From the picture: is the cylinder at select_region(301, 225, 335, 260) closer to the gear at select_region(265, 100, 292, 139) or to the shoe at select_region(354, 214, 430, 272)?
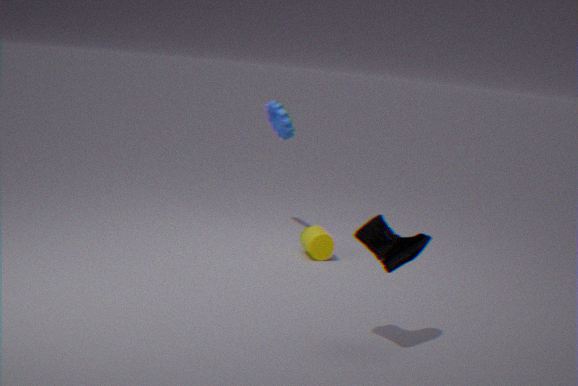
the gear at select_region(265, 100, 292, 139)
